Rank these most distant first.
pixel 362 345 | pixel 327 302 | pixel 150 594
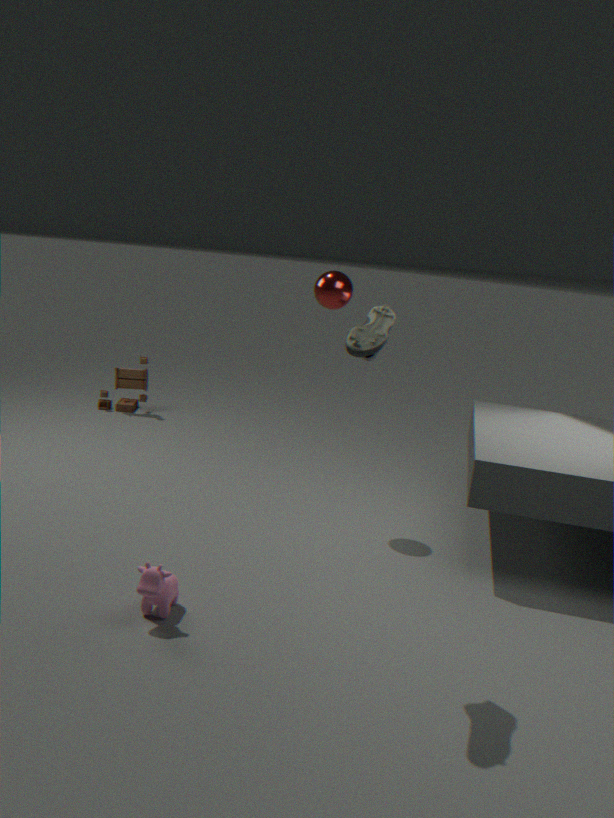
pixel 327 302 < pixel 150 594 < pixel 362 345
